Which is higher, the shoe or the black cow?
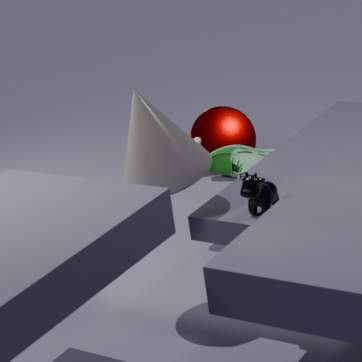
the black cow
